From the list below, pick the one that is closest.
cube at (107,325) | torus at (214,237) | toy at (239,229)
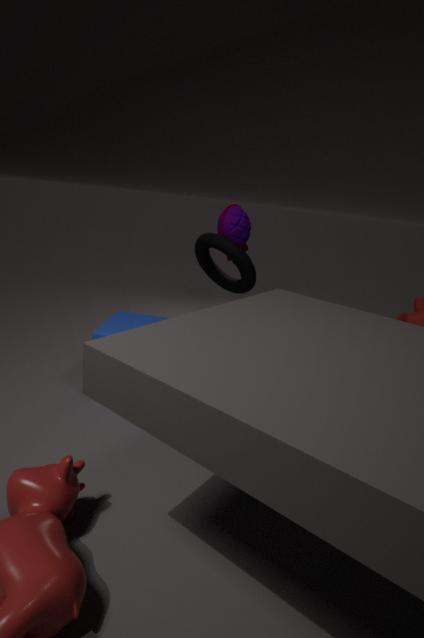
cube at (107,325)
